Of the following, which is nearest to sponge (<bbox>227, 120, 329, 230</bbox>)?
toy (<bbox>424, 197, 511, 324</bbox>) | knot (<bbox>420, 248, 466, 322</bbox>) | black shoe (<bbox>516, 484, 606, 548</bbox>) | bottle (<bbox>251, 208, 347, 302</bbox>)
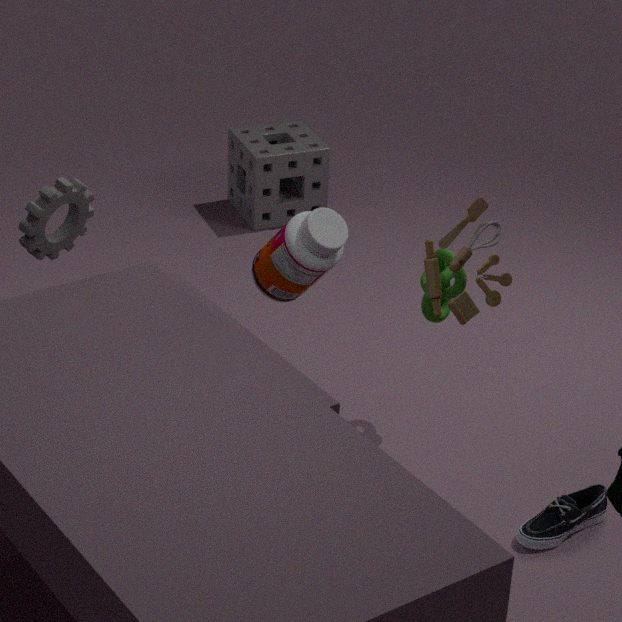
knot (<bbox>420, 248, 466, 322</bbox>)
